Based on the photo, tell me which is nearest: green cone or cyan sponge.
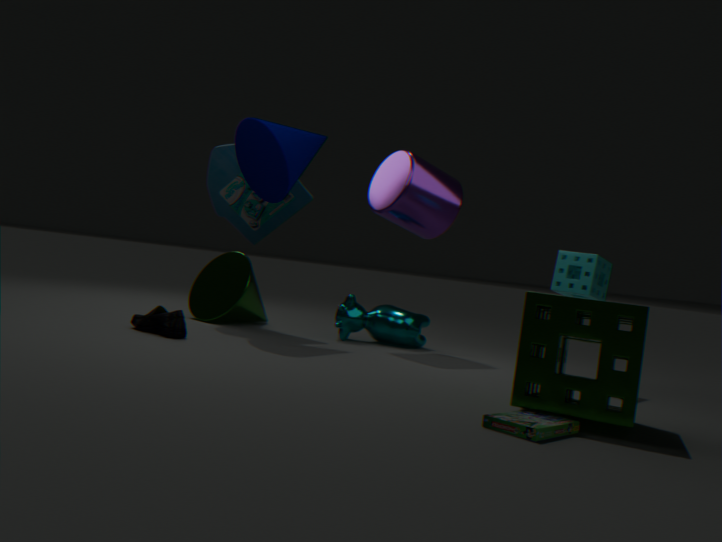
cyan sponge
